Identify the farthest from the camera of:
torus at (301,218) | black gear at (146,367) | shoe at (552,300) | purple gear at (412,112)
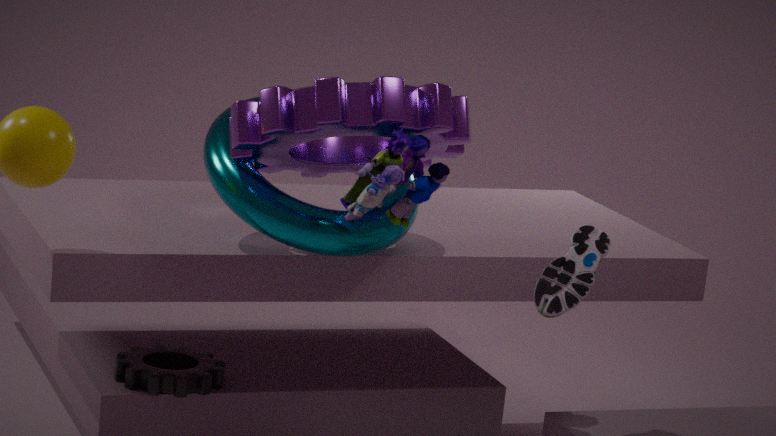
black gear at (146,367)
